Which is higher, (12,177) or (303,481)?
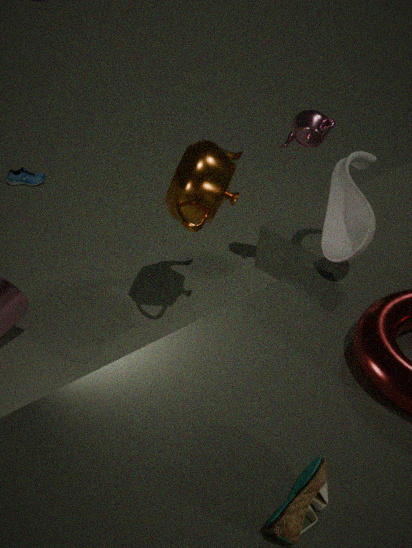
(303,481)
